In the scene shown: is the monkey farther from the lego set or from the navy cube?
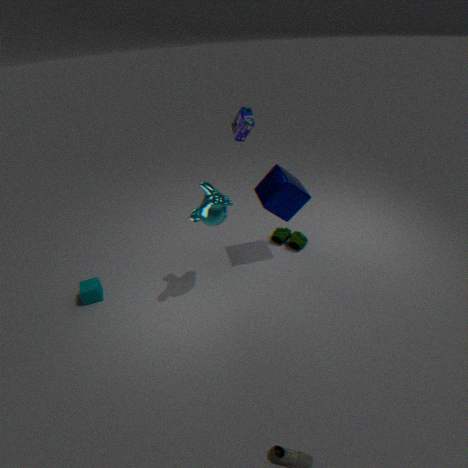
the lego set
